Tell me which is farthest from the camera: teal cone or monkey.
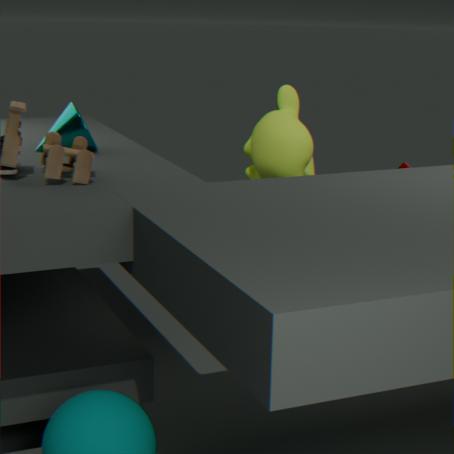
monkey
